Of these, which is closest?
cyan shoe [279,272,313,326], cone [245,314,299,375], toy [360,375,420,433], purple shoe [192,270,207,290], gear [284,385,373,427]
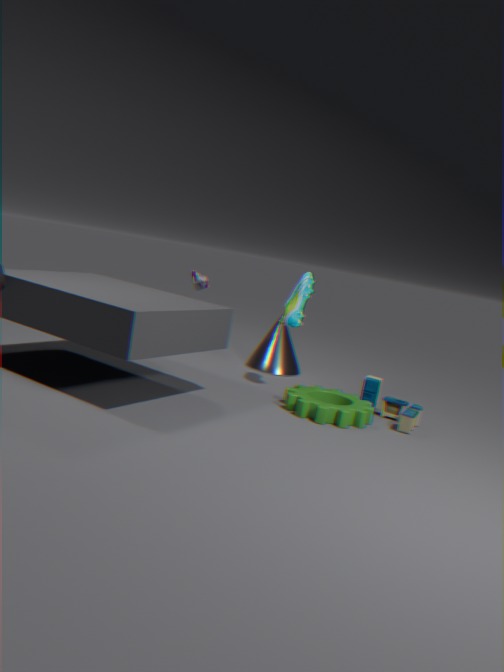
gear [284,385,373,427]
